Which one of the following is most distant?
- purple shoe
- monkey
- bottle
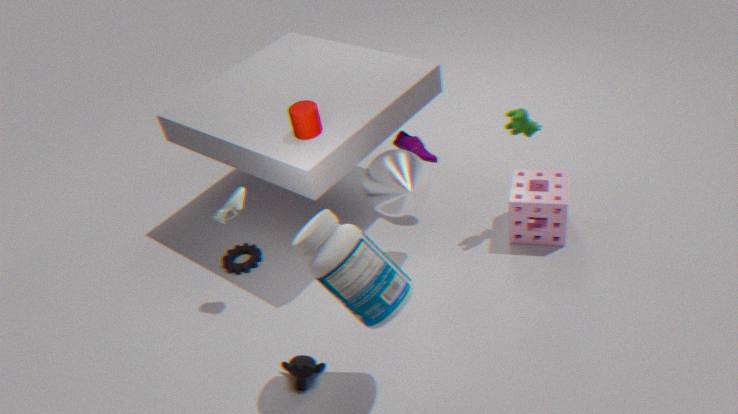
purple shoe
